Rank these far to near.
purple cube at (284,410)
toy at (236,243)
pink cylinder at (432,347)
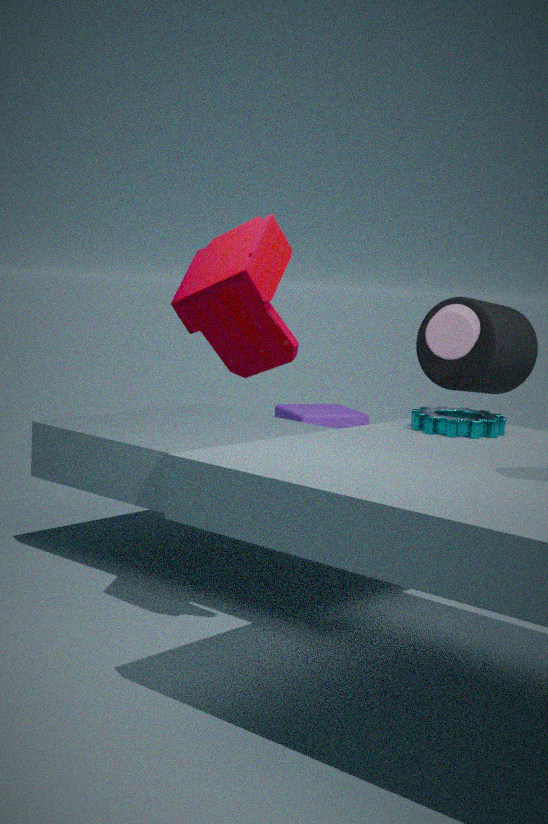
1. purple cube at (284,410)
2. pink cylinder at (432,347)
3. toy at (236,243)
